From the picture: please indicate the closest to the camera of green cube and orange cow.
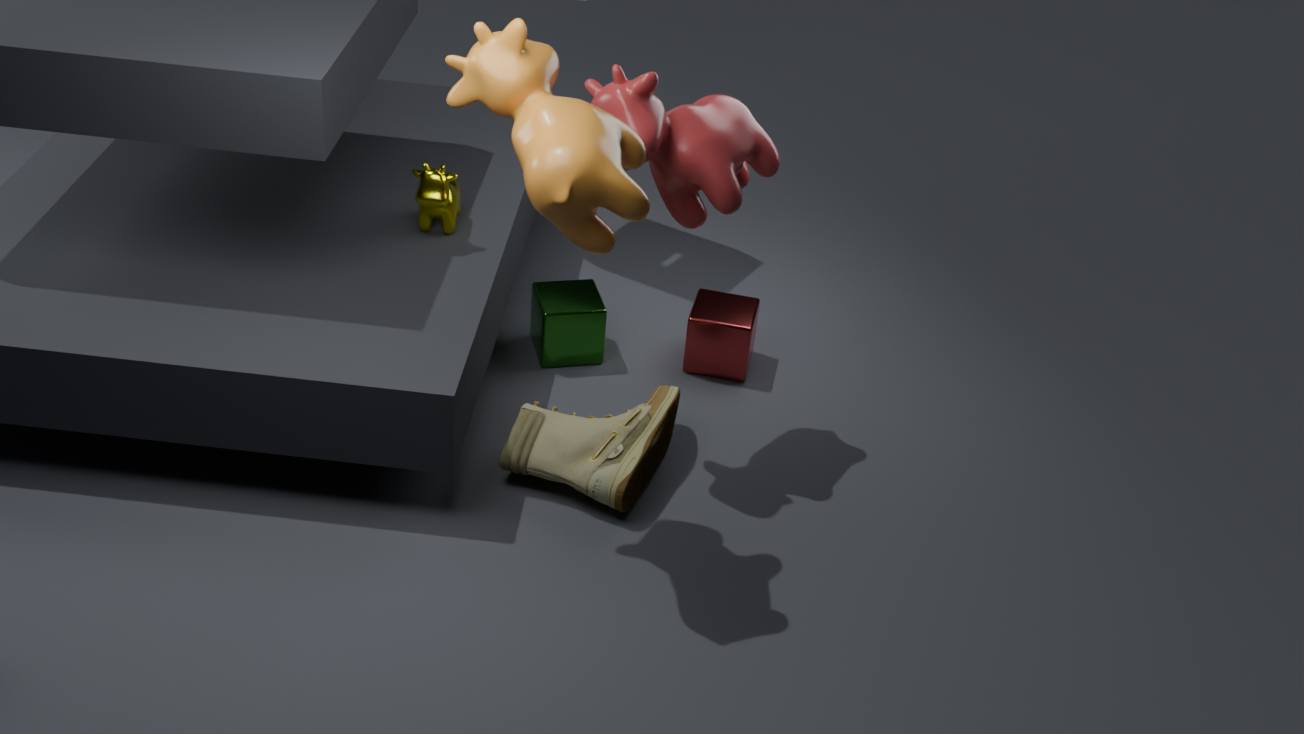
orange cow
